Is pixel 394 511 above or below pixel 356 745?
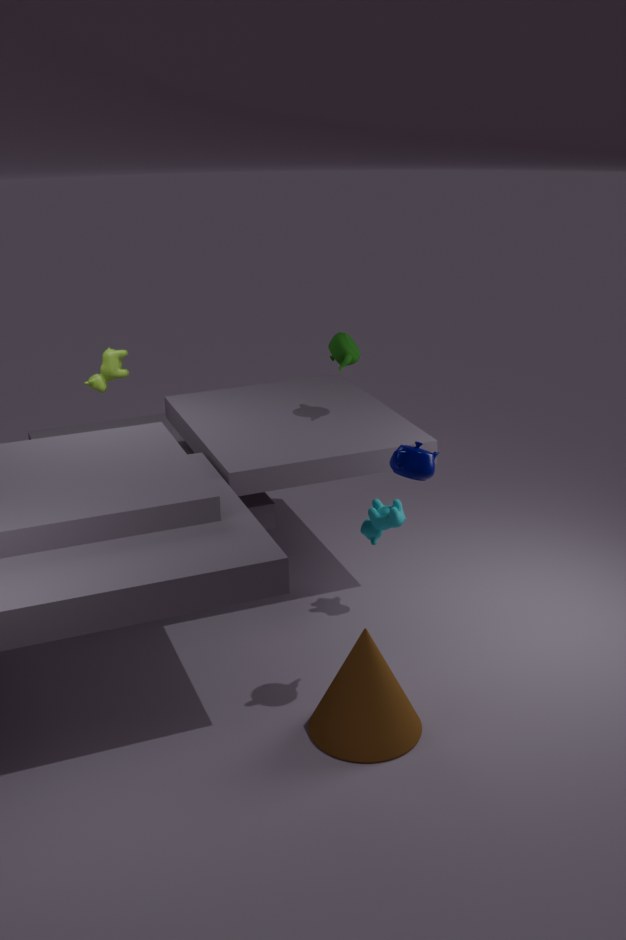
above
